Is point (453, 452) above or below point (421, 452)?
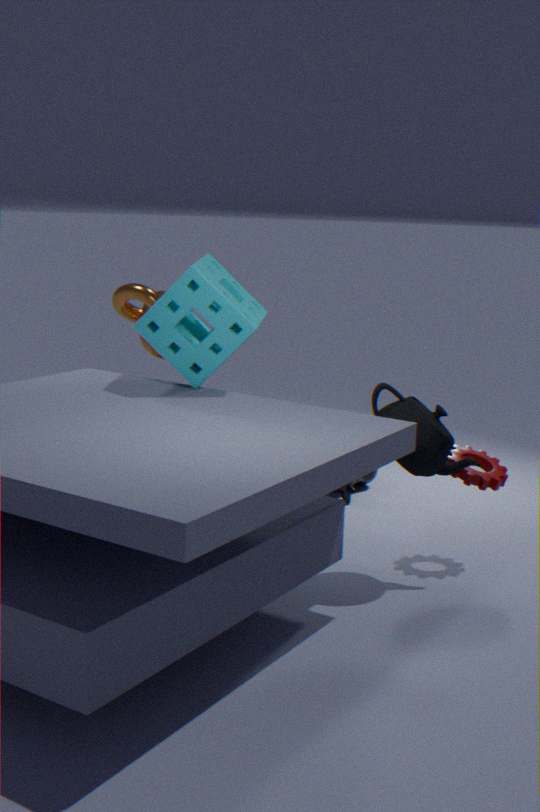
below
